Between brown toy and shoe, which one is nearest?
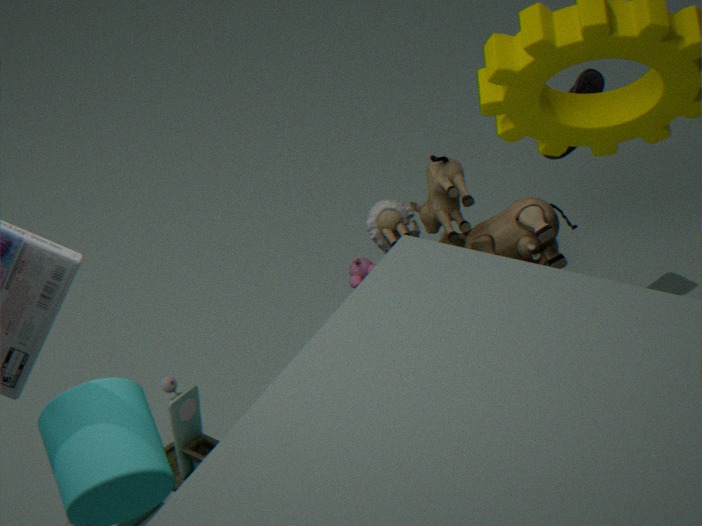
brown toy
